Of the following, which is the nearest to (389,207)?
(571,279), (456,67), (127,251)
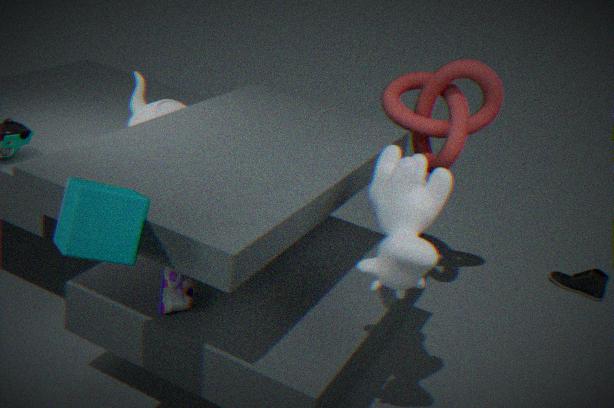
(127,251)
